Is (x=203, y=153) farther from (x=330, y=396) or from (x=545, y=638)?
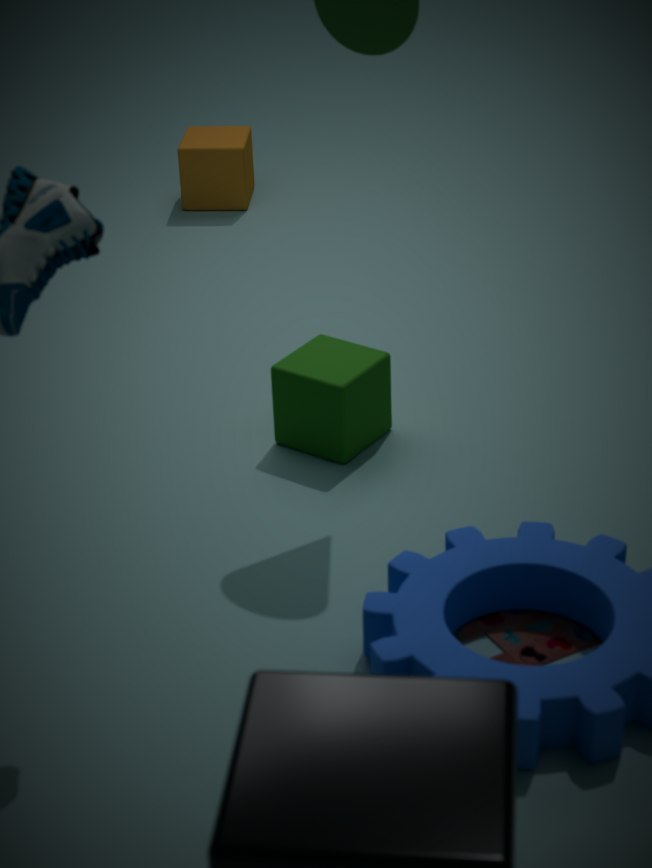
(x=545, y=638)
